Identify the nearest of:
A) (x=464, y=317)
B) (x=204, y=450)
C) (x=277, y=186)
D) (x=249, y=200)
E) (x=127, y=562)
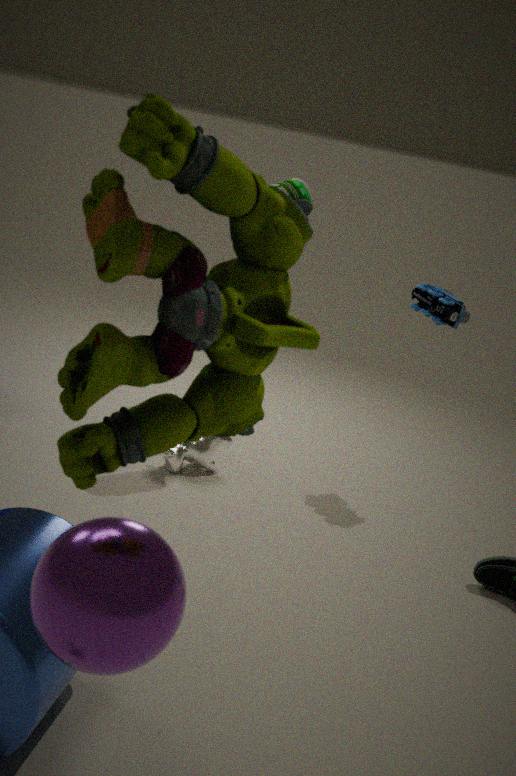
(x=249, y=200)
